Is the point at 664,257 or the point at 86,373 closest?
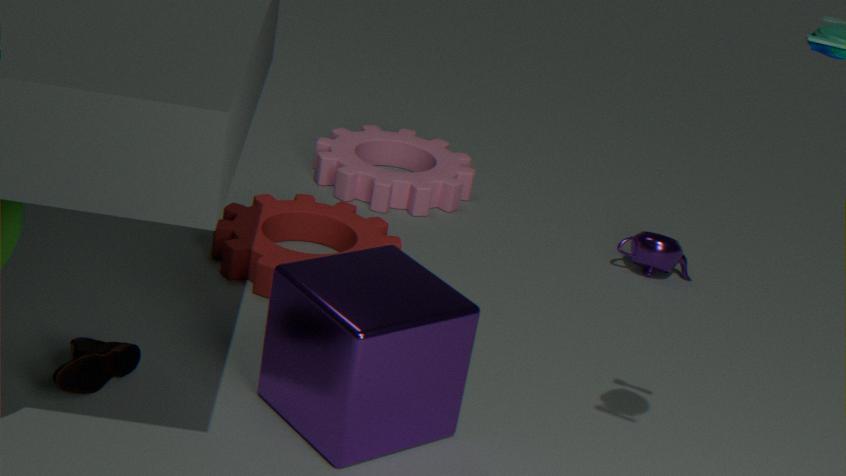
the point at 86,373
